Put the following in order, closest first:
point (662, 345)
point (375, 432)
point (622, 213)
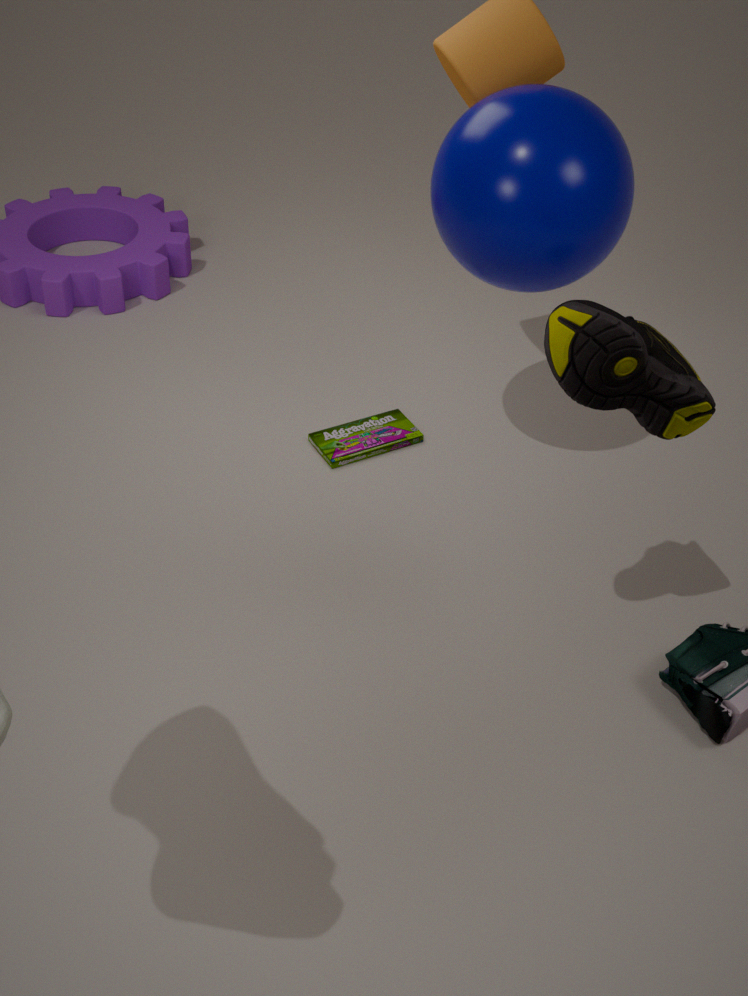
point (662, 345) → point (622, 213) → point (375, 432)
